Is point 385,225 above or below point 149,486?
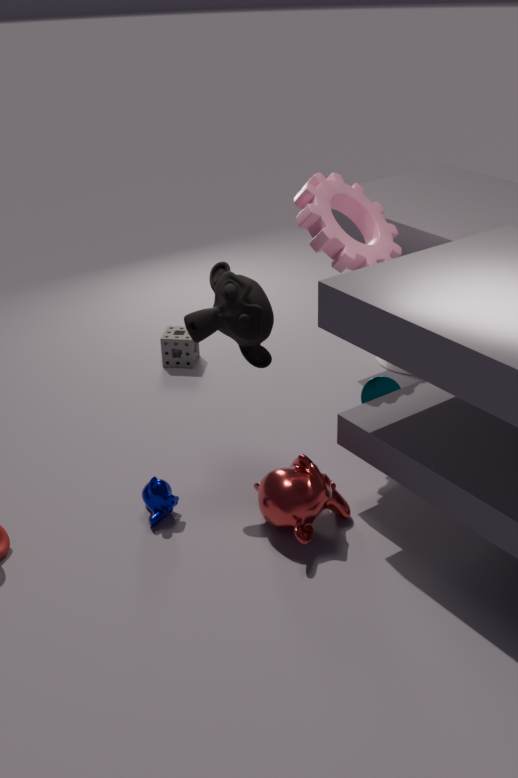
above
